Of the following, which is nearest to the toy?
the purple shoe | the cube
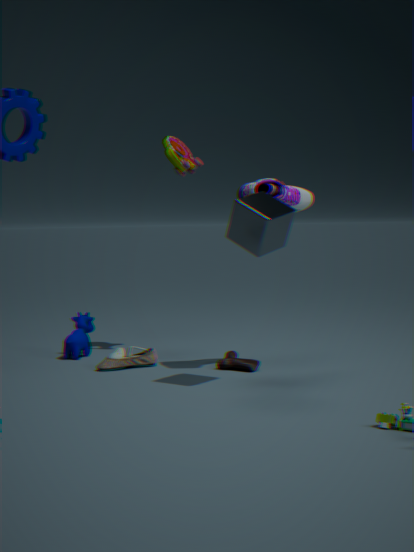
the purple shoe
